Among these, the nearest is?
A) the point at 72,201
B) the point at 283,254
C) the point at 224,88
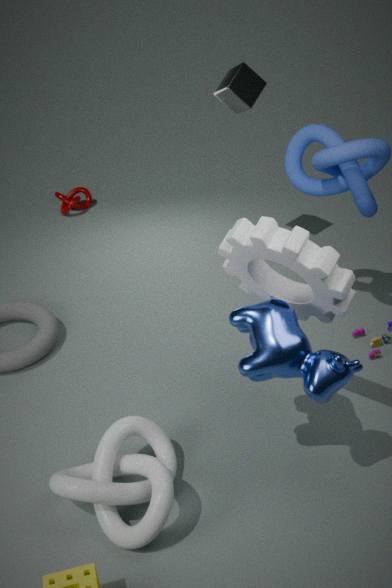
the point at 283,254
